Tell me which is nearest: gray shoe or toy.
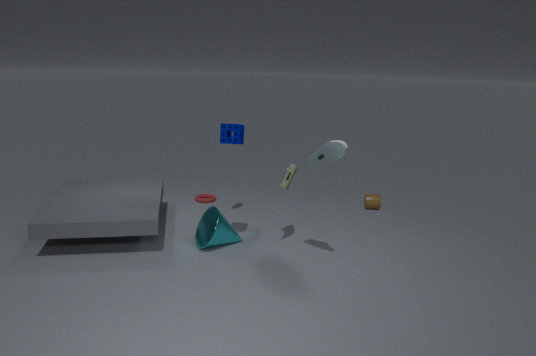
gray shoe
